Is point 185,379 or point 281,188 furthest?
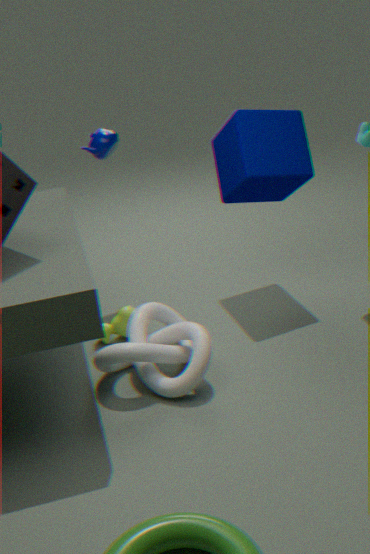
point 281,188
